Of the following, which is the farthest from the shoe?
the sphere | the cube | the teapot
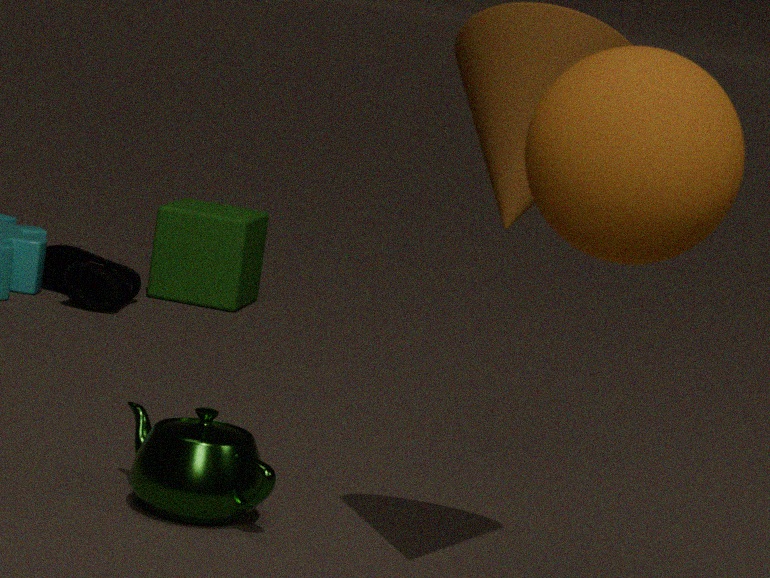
the sphere
